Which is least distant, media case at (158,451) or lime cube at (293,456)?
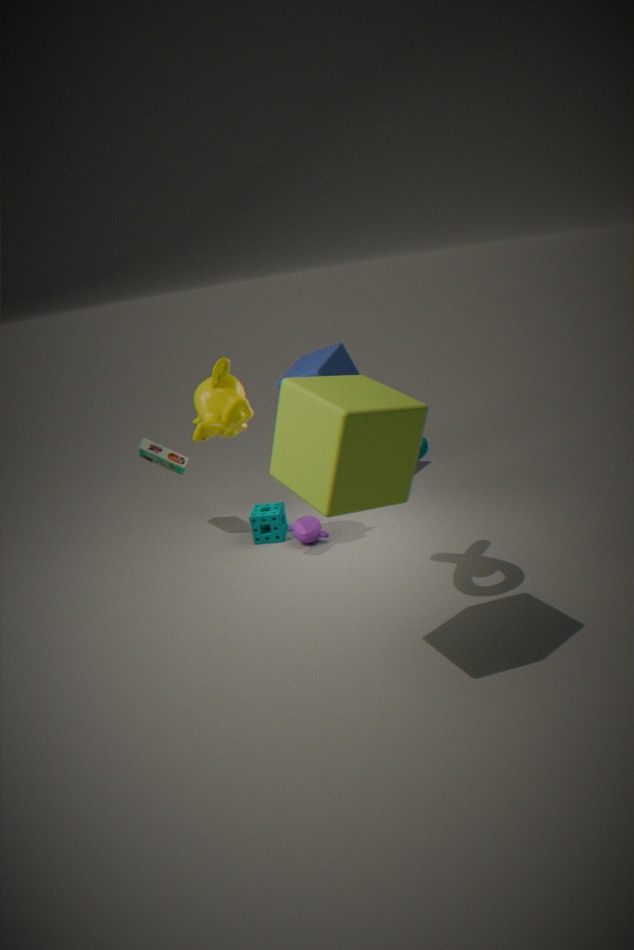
lime cube at (293,456)
